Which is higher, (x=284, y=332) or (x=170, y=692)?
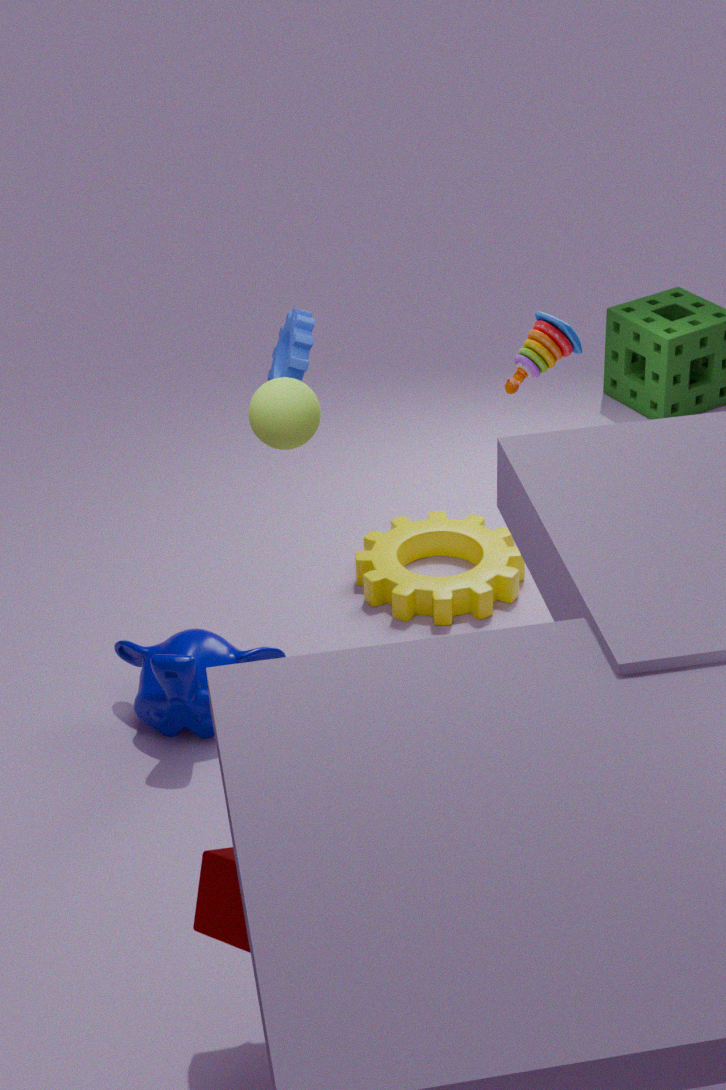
(x=284, y=332)
